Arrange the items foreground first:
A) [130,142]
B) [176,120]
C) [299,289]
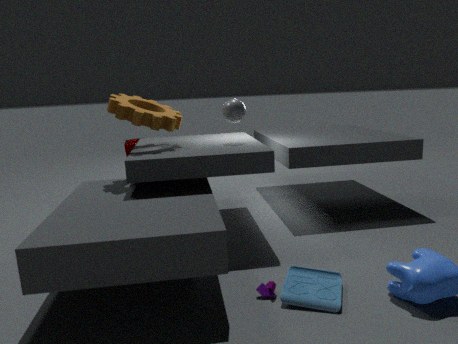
[299,289], [176,120], [130,142]
